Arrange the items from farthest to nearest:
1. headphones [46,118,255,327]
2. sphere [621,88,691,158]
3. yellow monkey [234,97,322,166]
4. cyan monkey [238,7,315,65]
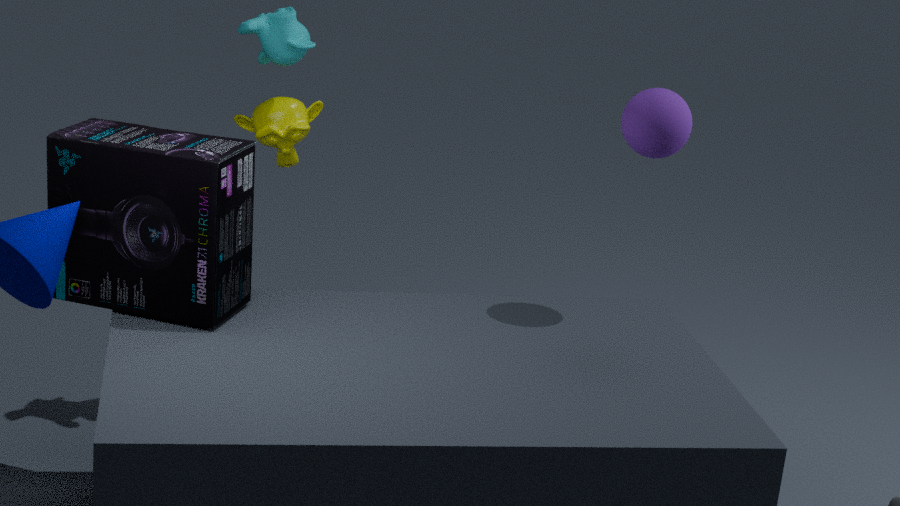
1. yellow monkey [234,97,322,166]
2. cyan monkey [238,7,315,65]
3. sphere [621,88,691,158]
4. headphones [46,118,255,327]
